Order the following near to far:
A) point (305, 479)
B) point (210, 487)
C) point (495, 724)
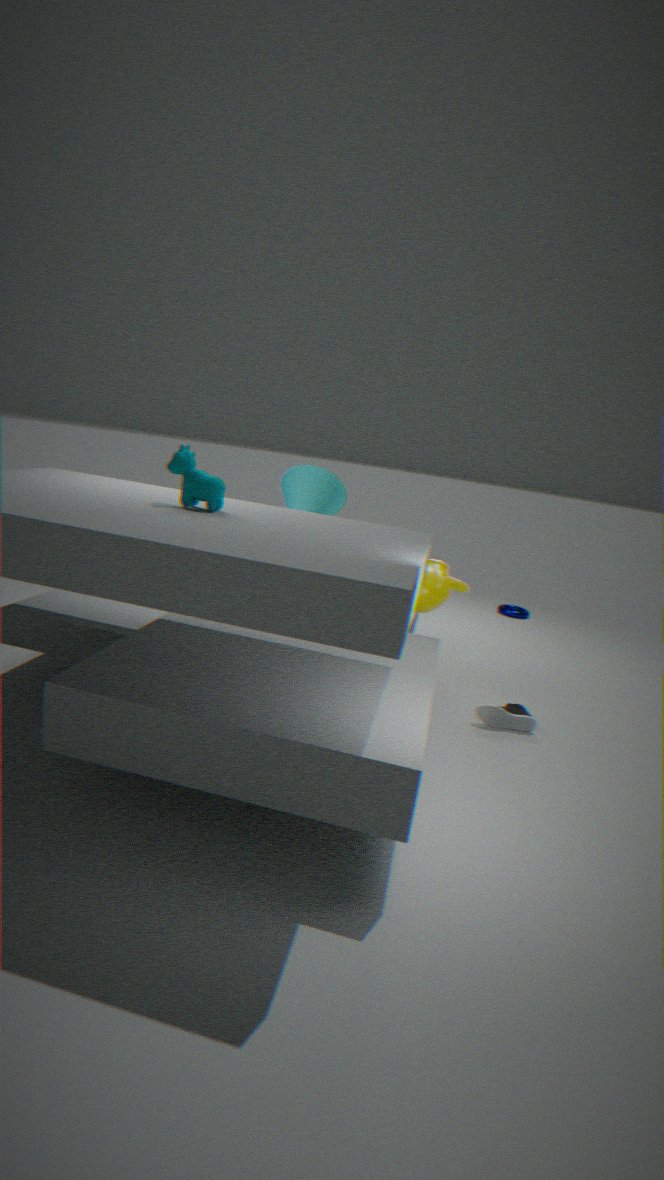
point (210, 487), point (495, 724), point (305, 479)
